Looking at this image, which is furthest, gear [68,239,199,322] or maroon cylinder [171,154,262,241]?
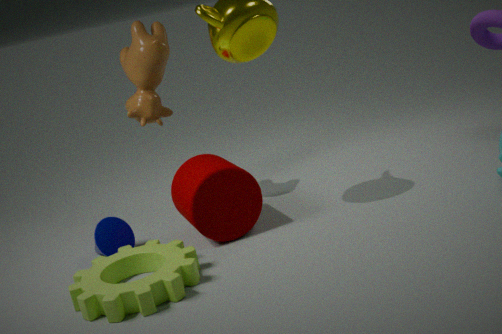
maroon cylinder [171,154,262,241]
